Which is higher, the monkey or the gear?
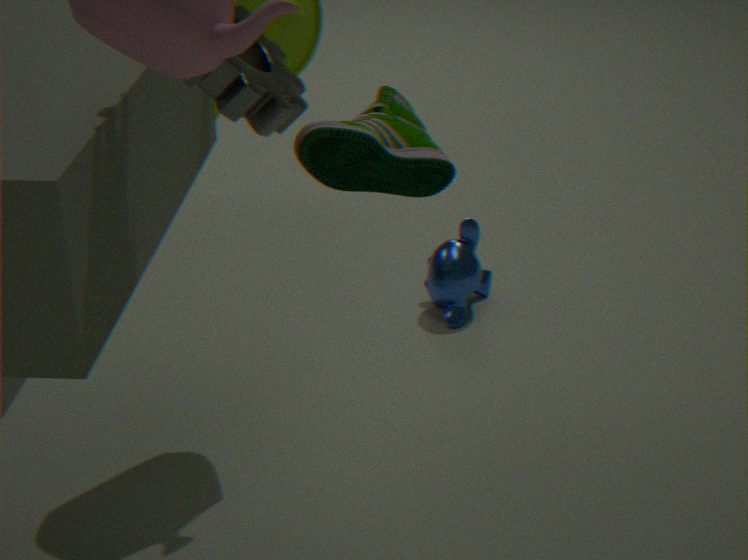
the gear
